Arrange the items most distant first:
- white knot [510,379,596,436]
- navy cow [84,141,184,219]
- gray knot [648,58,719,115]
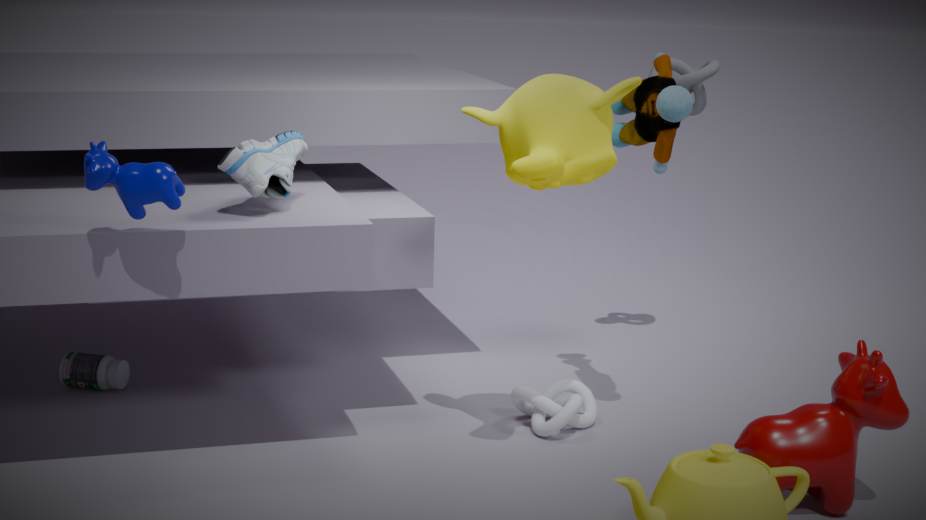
1. gray knot [648,58,719,115]
2. white knot [510,379,596,436]
3. navy cow [84,141,184,219]
